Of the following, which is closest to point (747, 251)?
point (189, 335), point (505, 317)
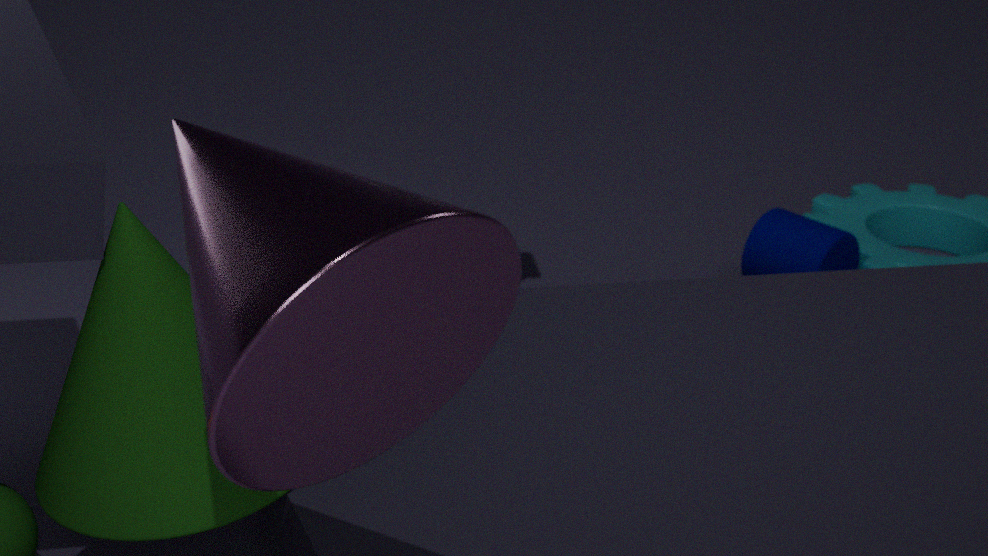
point (189, 335)
